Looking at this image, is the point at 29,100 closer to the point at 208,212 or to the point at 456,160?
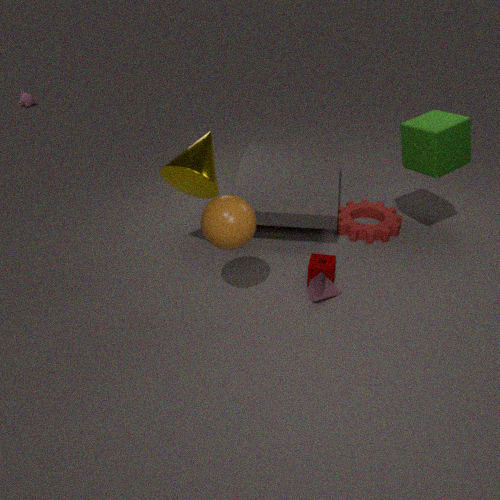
the point at 208,212
